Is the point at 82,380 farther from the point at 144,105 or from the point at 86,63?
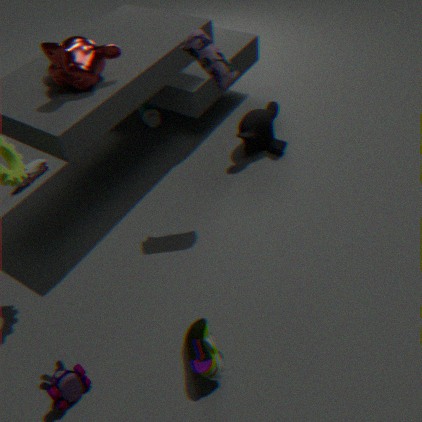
the point at 144,105
